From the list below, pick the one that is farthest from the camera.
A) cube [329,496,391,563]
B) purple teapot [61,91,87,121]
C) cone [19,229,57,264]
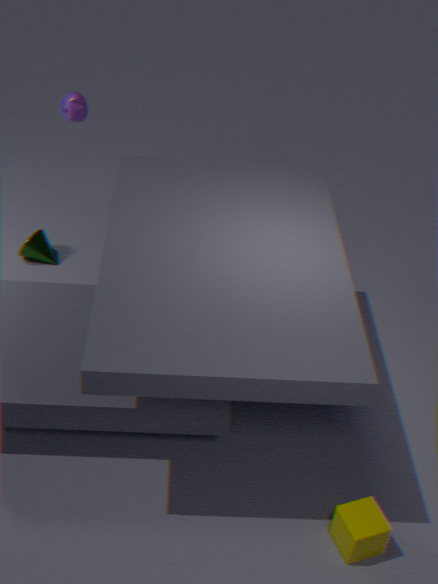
cone [19,229,57,264]
